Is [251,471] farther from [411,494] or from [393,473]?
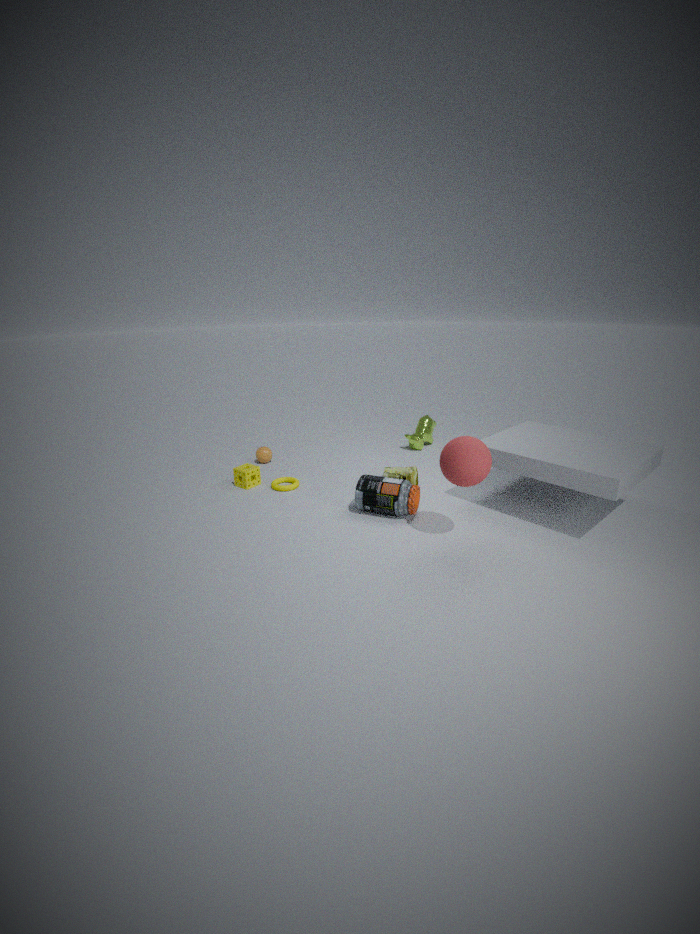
[393,473]
